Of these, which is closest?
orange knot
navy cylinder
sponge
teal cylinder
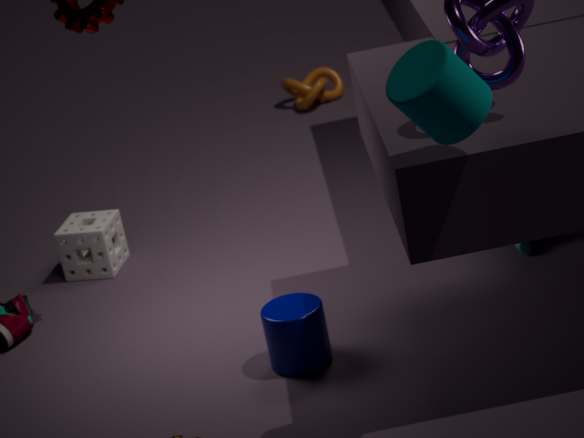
teal cylinder
